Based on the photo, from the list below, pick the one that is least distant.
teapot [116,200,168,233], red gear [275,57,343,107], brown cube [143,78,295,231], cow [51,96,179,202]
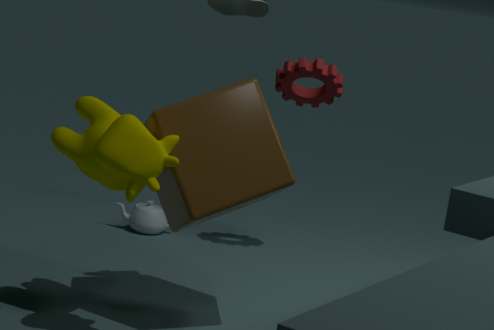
cow [51,96,179,202]
